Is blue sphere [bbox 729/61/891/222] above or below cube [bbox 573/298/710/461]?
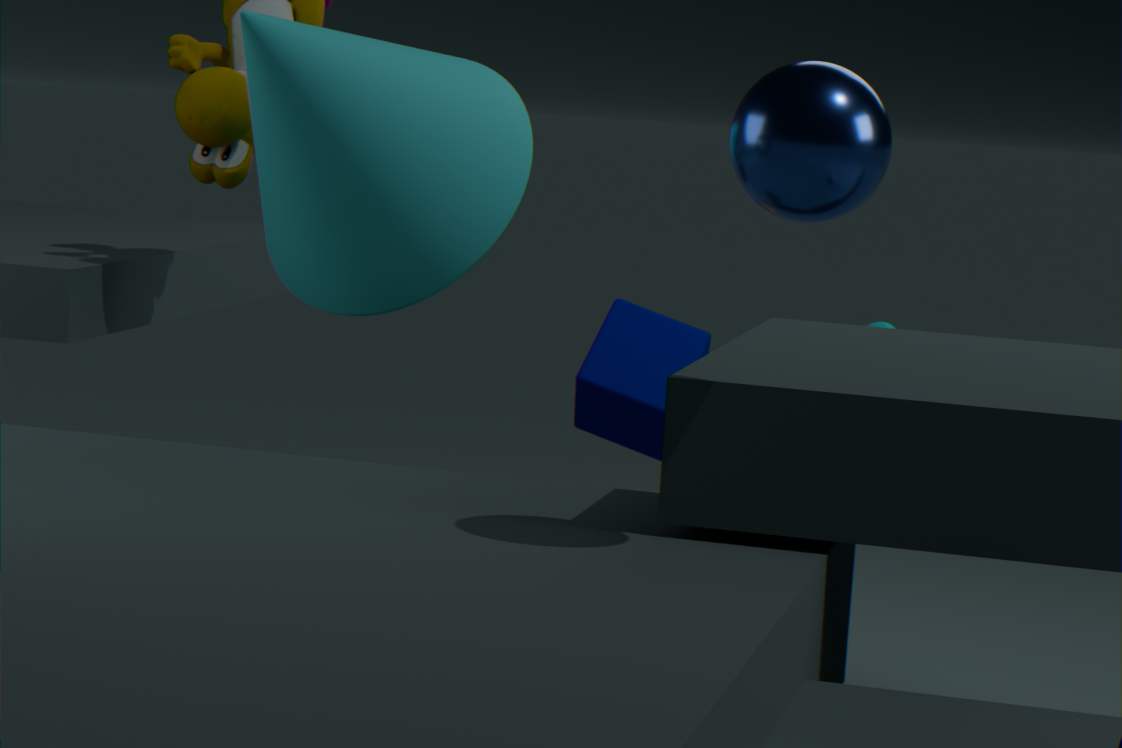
above
